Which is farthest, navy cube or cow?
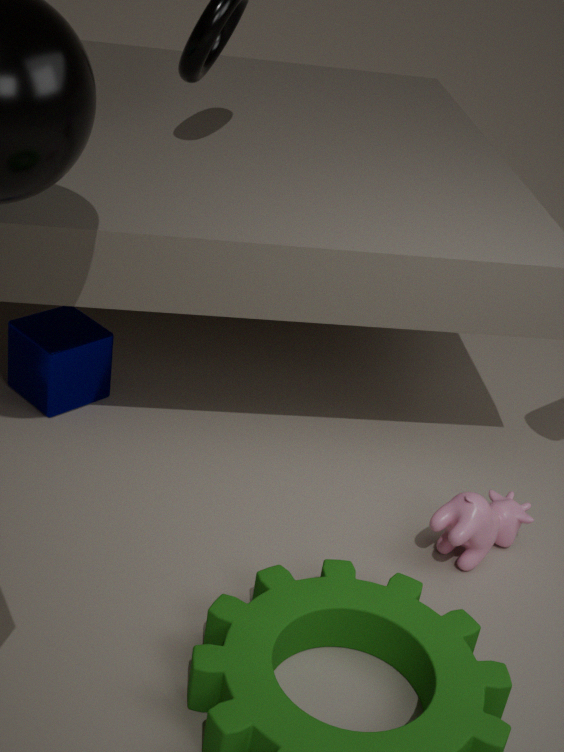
navy cube
